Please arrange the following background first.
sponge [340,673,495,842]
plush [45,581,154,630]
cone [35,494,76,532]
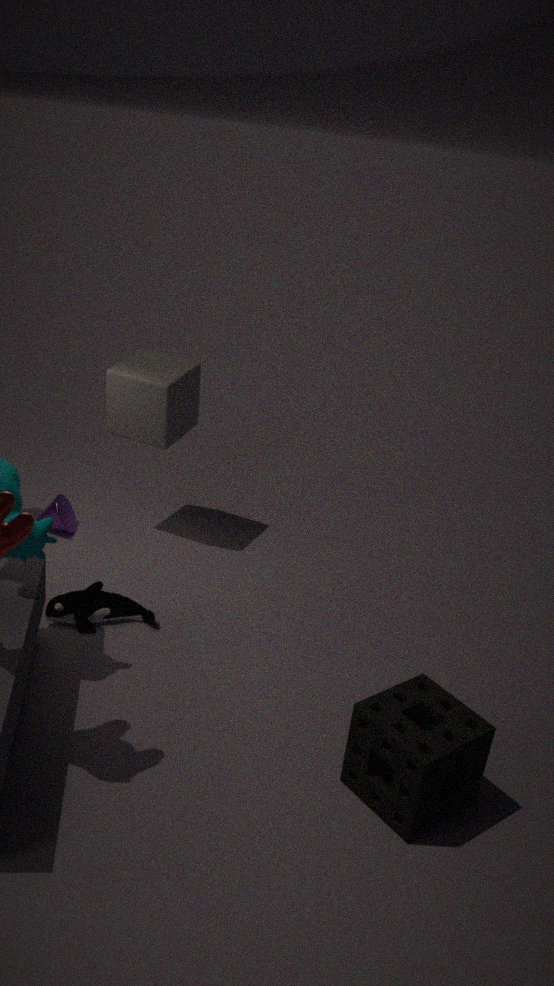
cone [35,494,76,532] → plush [45,581,154,630] → sponge [340,673,495,842]
